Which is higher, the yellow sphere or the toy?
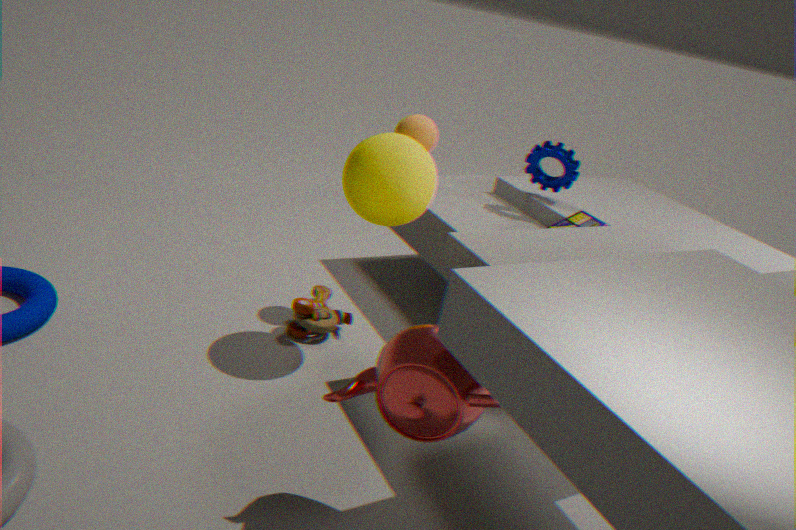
the yellow sphere
